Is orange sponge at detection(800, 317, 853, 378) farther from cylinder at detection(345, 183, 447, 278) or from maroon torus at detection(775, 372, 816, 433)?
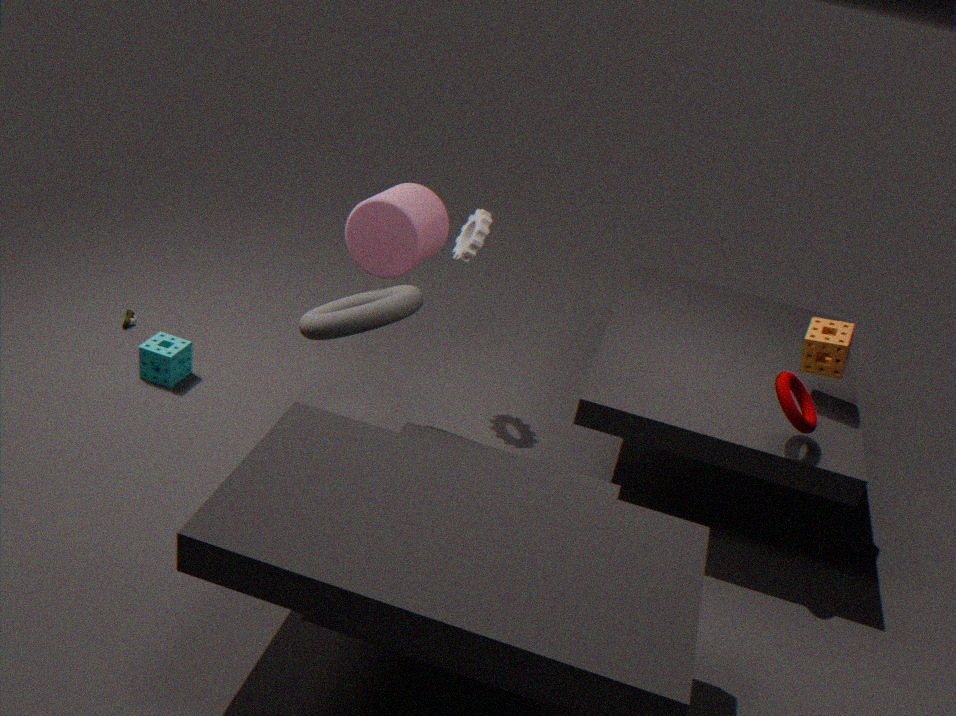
cylinder at detection(345, 183, 447, 278)
